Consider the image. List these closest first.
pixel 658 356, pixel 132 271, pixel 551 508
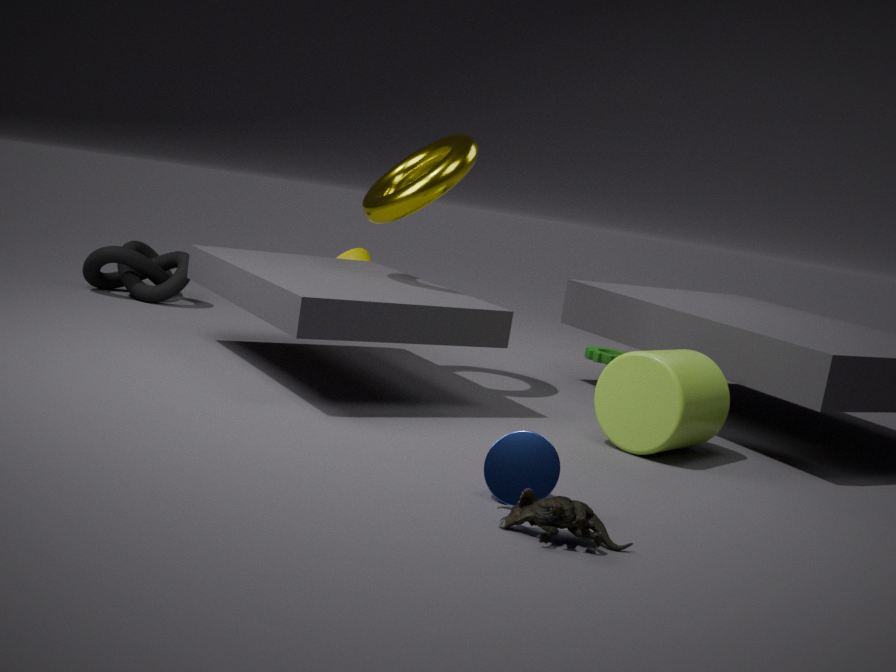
1. pixel 551 508
2. pixel 658 356
3. pixel 132 271
